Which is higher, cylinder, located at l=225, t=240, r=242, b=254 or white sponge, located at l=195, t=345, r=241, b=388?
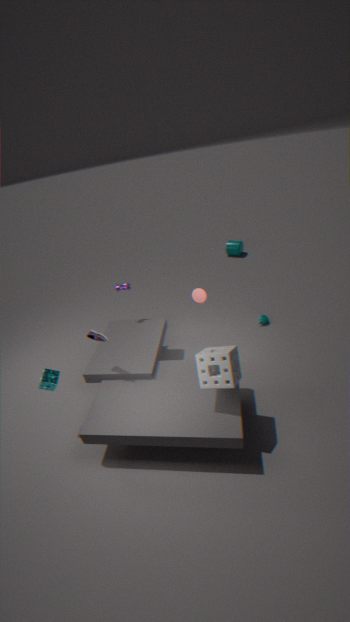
white sponge, located at l=195, t=345, r=241, b=388
